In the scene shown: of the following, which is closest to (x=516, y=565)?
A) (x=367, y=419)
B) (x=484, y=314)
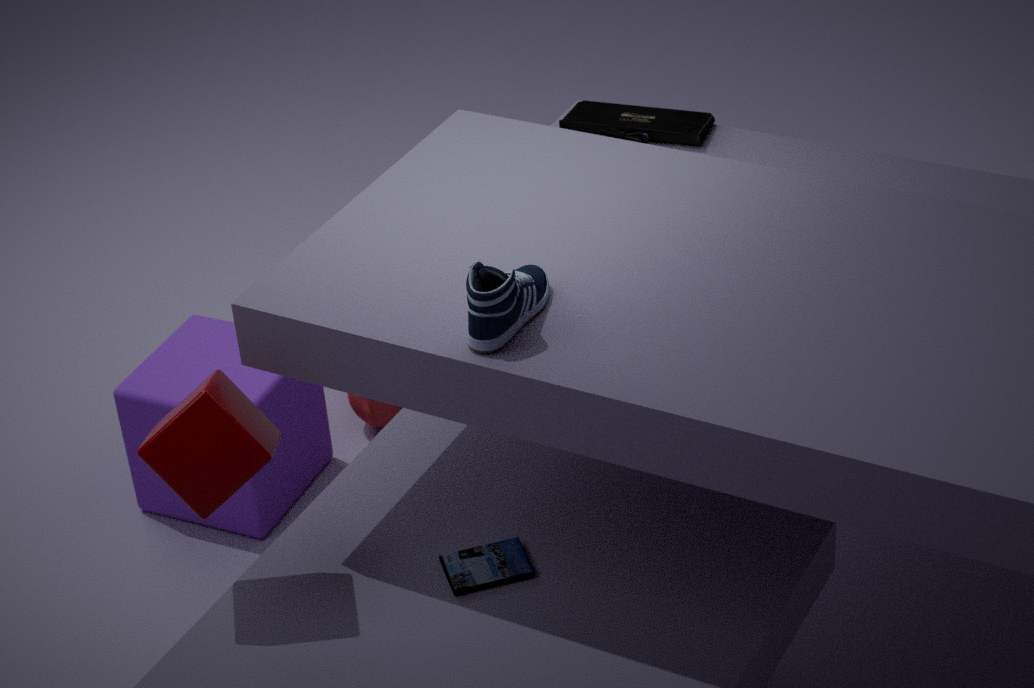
(x=484, y=314)
